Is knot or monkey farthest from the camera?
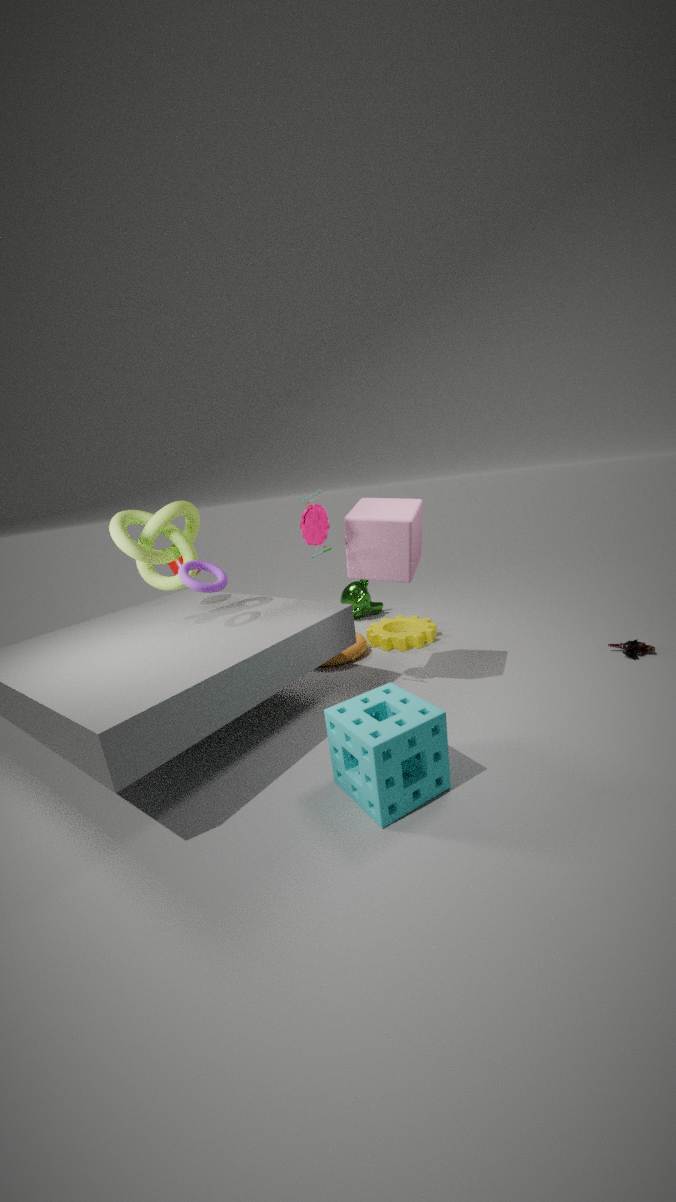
monkey
